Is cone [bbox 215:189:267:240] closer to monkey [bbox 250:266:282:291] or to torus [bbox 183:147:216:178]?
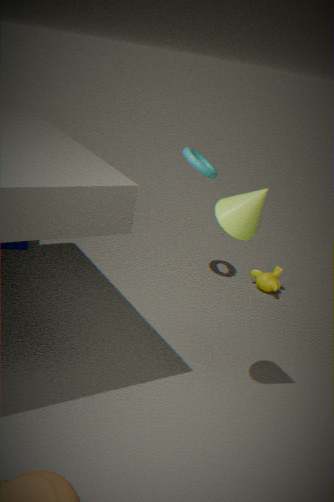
torus [bbox 183:147:216:178]
